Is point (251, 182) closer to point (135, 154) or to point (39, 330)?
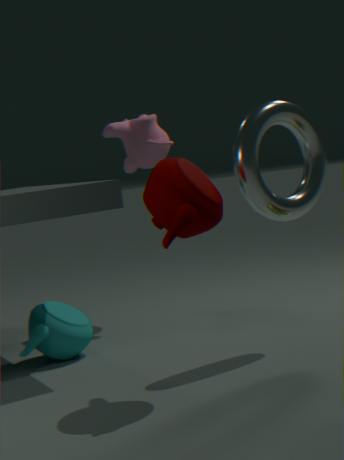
point (135, 154)
